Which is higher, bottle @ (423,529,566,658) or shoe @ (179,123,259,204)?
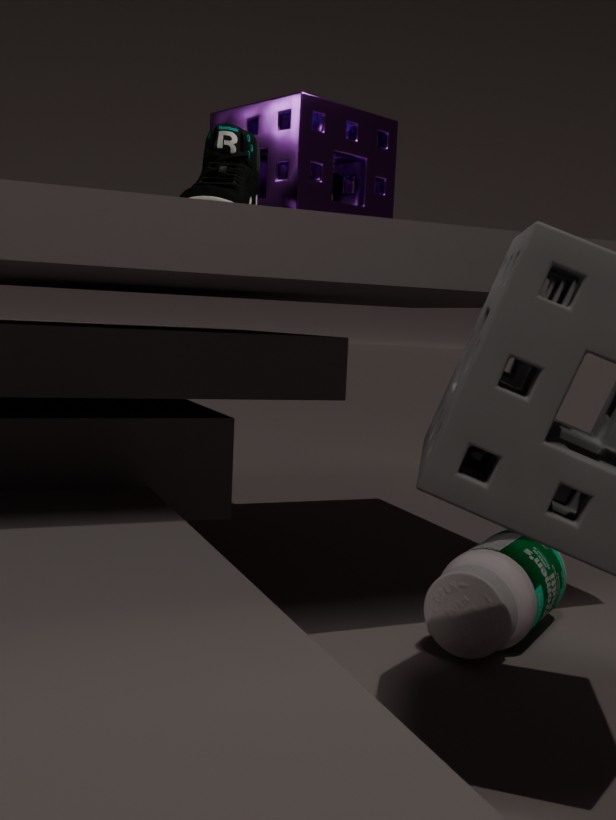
shoe @ (179,123,259,204)
